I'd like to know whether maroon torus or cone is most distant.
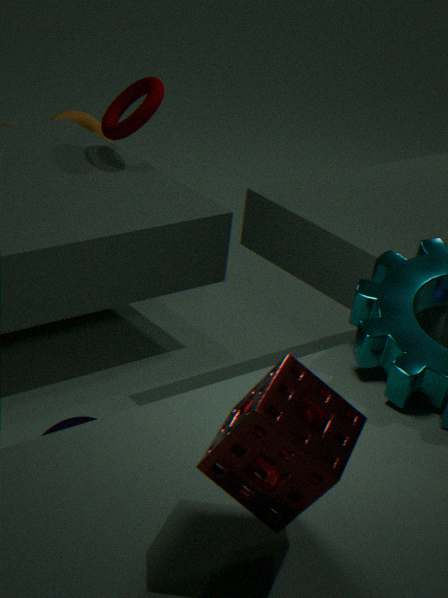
maroon torus
